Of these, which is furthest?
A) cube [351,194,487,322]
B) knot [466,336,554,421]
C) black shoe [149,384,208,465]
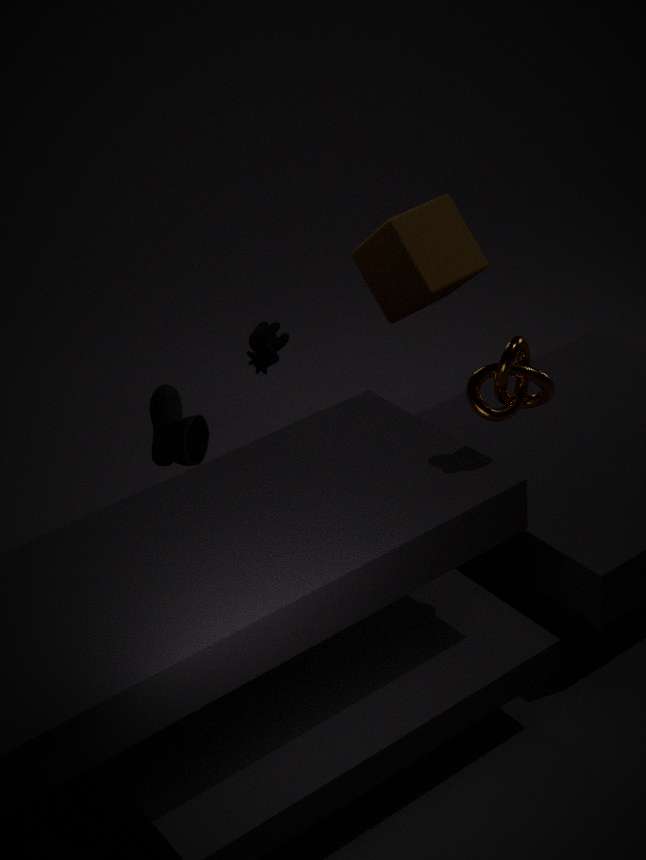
cube [351,194,487,322]
